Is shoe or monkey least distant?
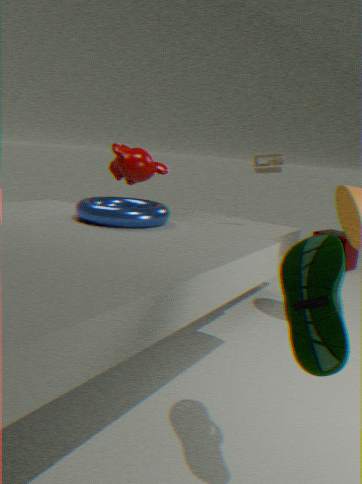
shoe
